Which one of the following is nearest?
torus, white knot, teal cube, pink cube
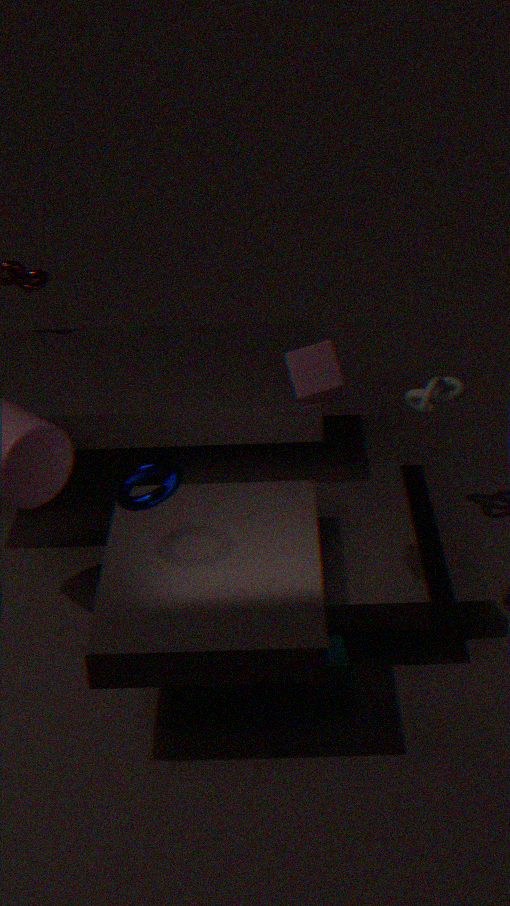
pink cube
